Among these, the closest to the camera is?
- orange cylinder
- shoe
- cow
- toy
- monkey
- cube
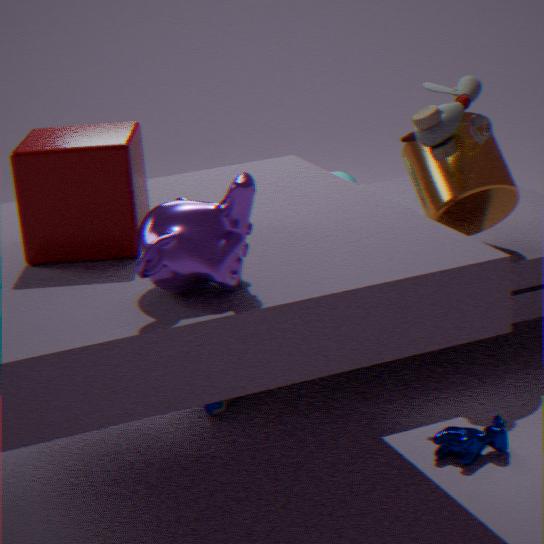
monkey
